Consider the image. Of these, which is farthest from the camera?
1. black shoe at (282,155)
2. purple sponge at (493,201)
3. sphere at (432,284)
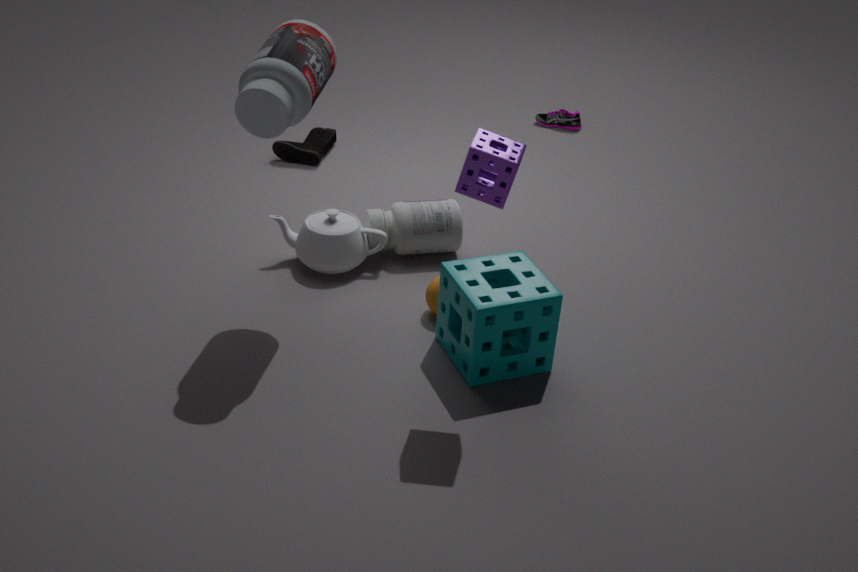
black shoe at (282,155)
